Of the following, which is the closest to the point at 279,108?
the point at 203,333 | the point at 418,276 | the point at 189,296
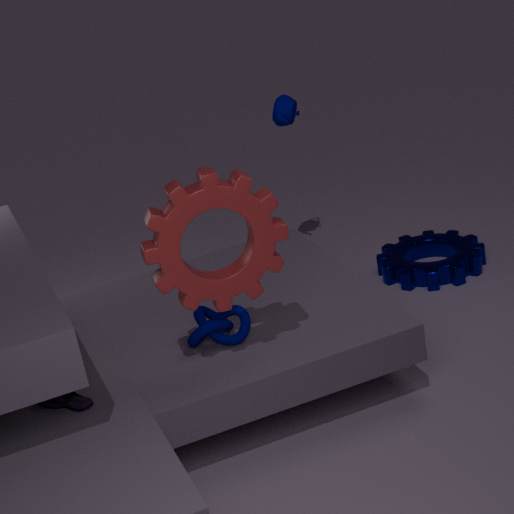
the point at 418,276
